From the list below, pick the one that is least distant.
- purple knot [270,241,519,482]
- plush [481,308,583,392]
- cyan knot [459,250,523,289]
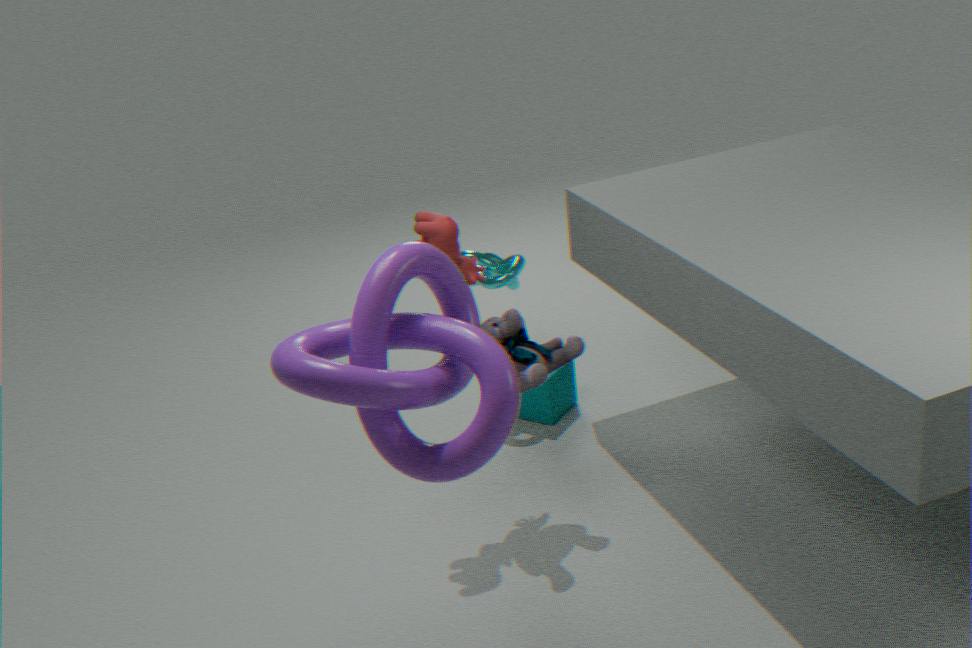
Answer: purple knot [270,241,519,482]
